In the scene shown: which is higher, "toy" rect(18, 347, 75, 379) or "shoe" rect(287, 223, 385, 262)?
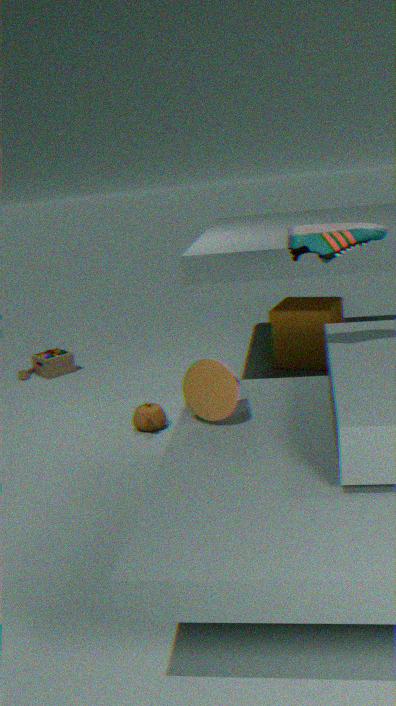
"shoe" rect(287, 223, 385, 262)
